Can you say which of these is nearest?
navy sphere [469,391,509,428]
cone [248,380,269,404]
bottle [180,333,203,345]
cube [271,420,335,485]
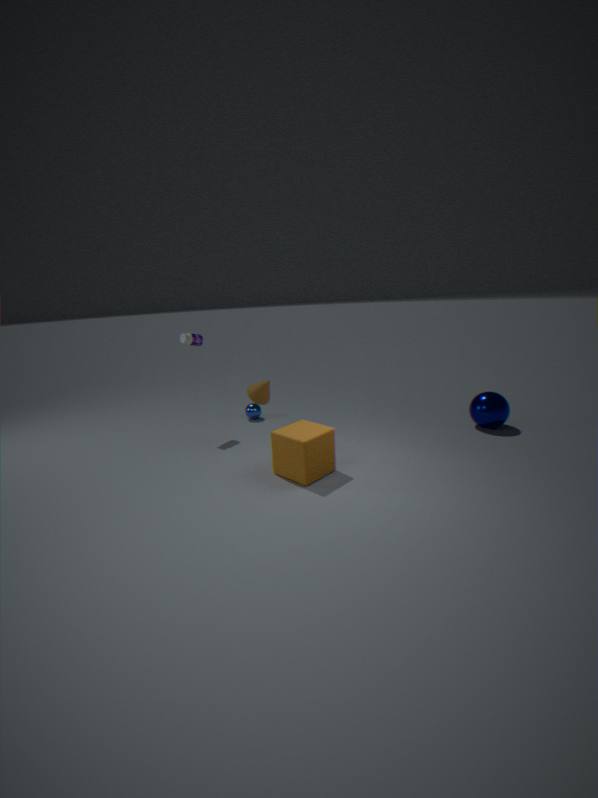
cube [271,420,335,485]
